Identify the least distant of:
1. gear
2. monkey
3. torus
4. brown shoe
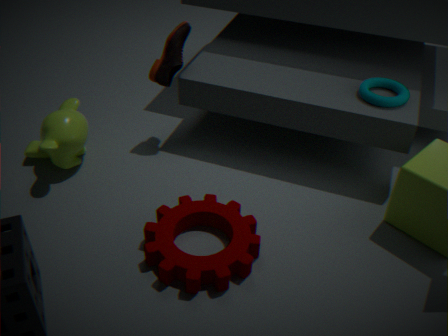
gear
